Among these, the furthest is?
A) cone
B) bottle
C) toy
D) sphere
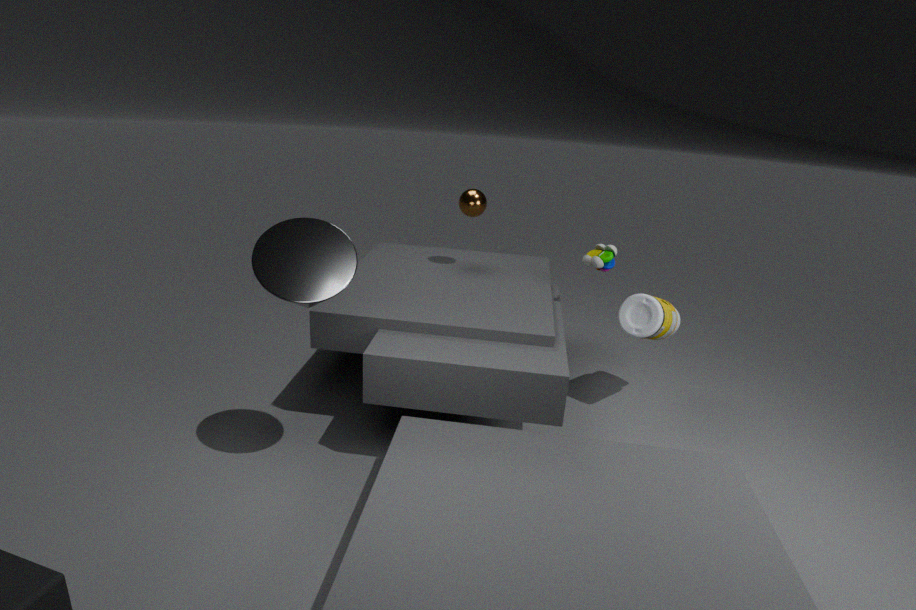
sphere
